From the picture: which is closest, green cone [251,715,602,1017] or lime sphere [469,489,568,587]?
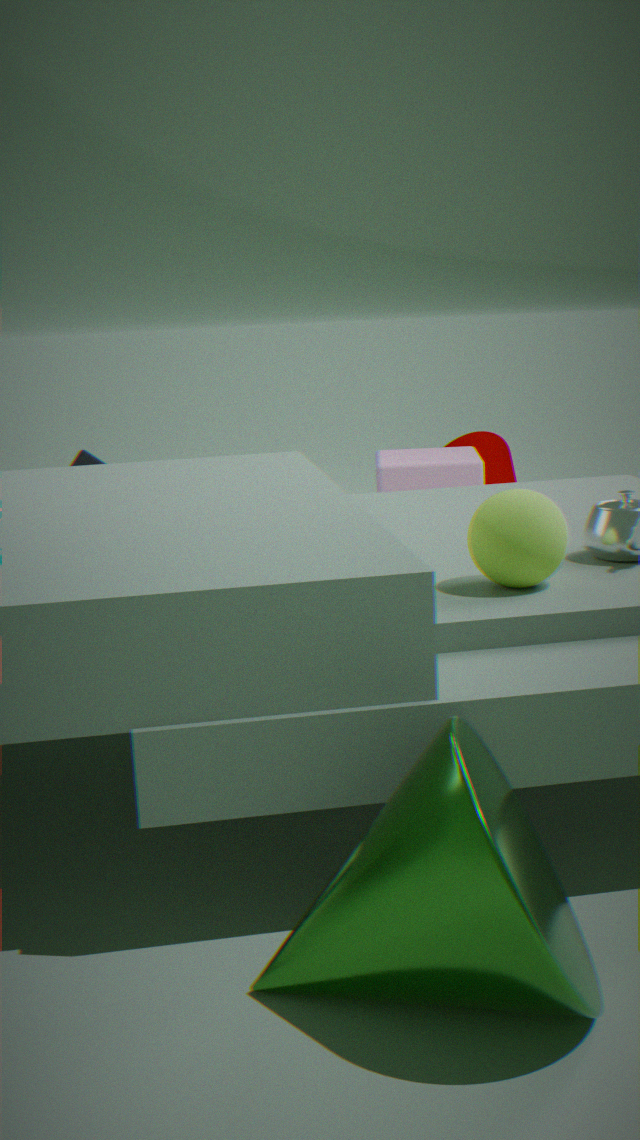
green cone [251,715,602,1017]
